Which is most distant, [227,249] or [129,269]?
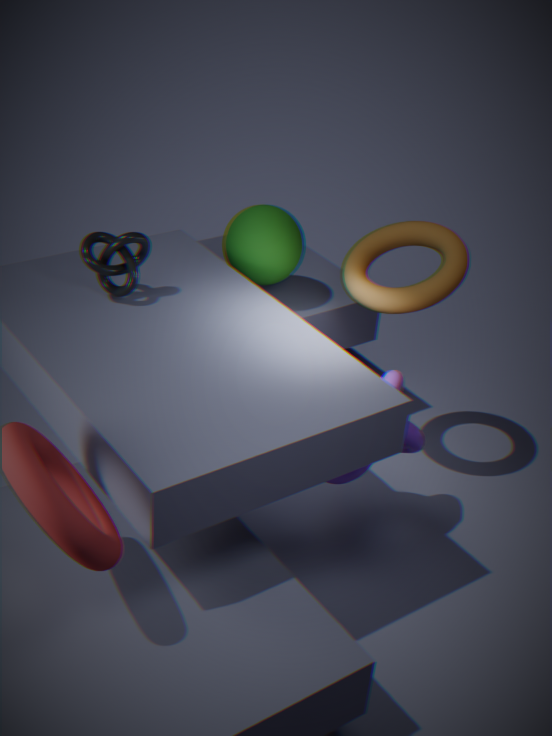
[227,249]
